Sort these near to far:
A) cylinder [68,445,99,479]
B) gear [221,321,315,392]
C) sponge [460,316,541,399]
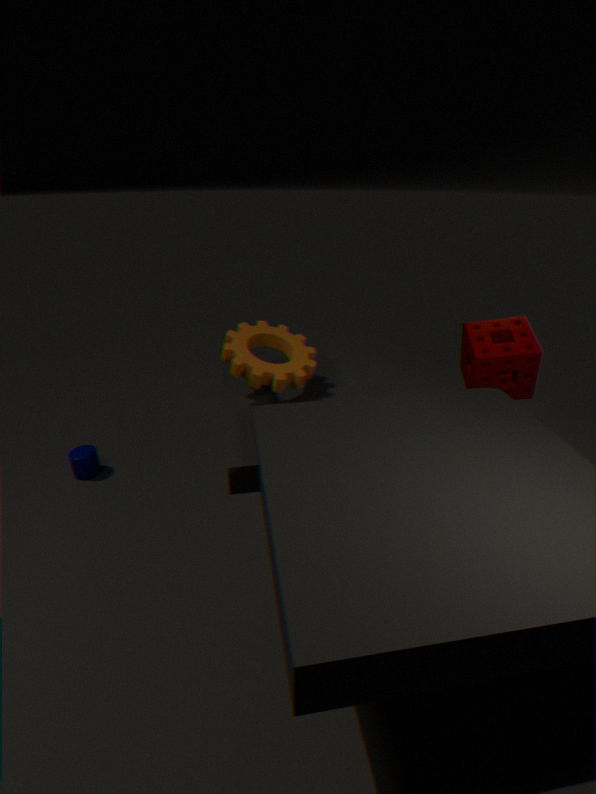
gear [221,321,315,392], sponge [460,316,541,399], cylinder [68,445,99,479]
